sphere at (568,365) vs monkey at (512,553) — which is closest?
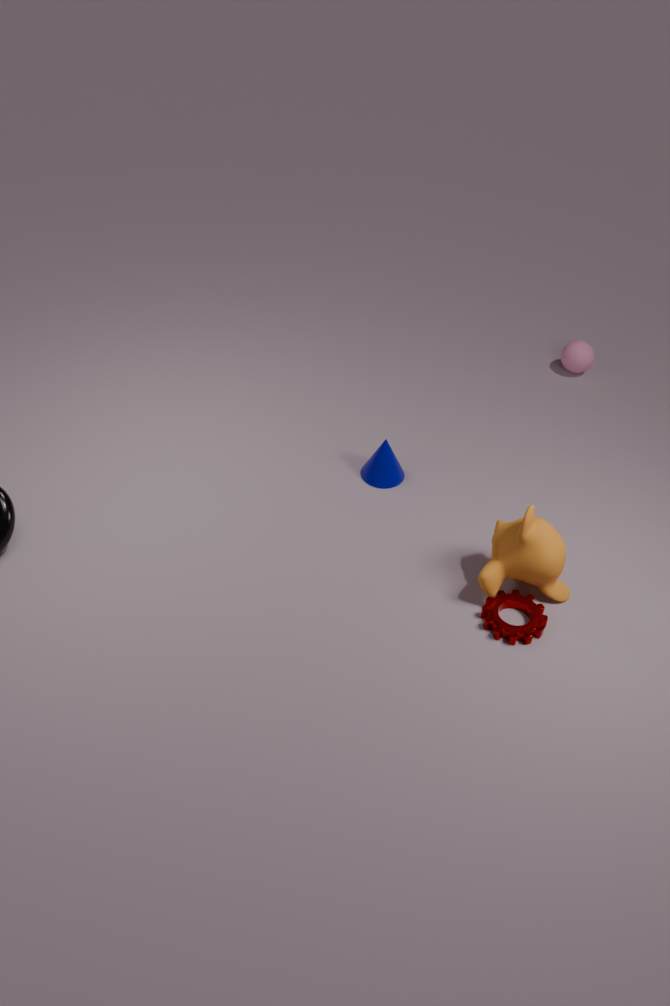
monkey at (512,553)
